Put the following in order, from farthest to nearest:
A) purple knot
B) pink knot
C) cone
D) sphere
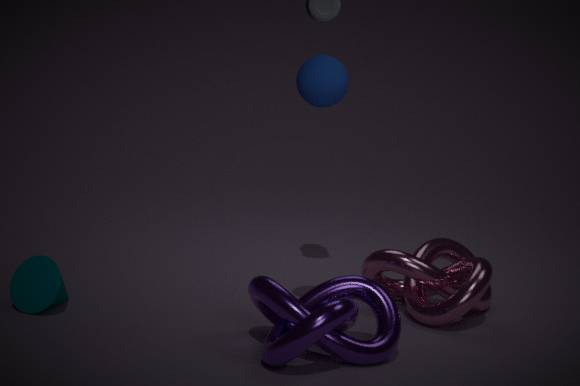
pink knot
cone
sphere
purple knot
